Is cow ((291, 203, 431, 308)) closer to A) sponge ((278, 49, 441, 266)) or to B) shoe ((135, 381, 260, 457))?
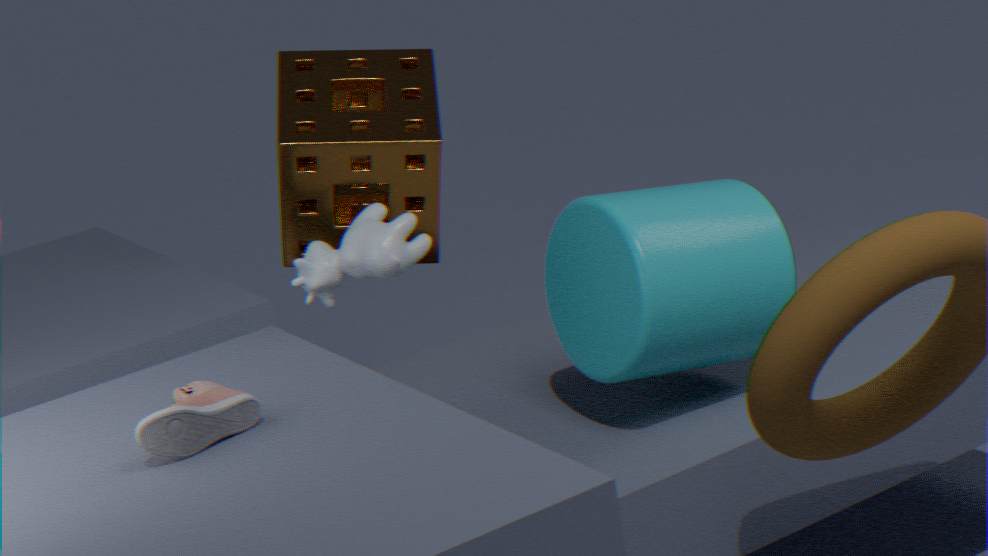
B) shoe ((135, 381, 260, 457))
